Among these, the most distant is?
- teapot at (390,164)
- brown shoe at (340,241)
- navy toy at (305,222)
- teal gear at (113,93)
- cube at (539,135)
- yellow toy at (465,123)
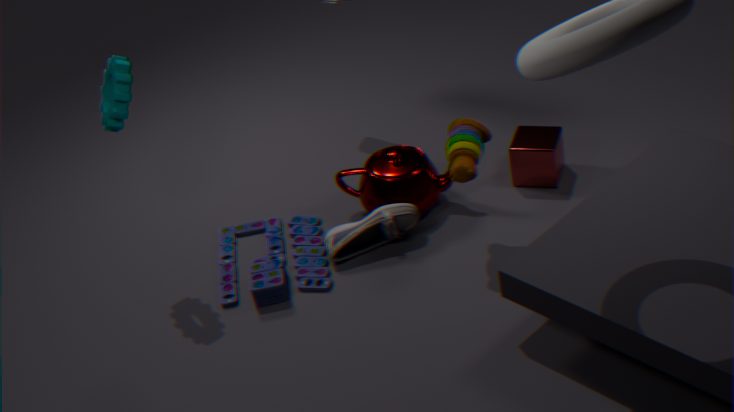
cube at (539,135)
